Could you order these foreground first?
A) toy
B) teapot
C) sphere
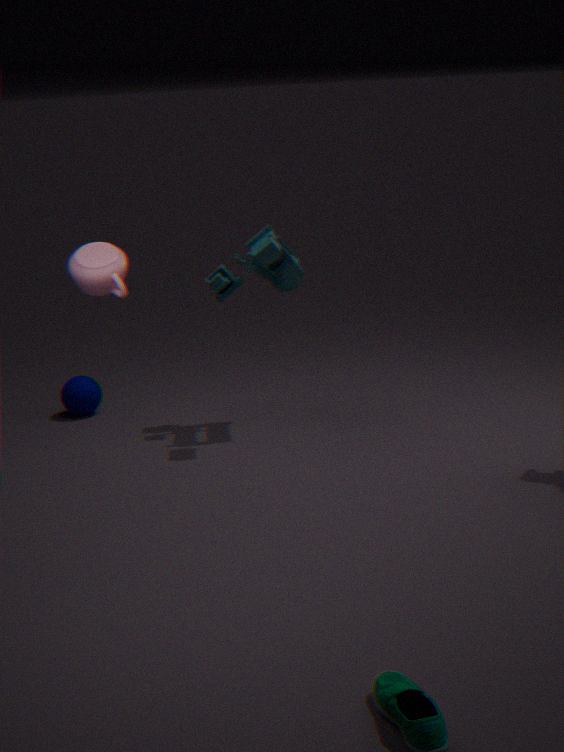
teapot < toy < sphere
